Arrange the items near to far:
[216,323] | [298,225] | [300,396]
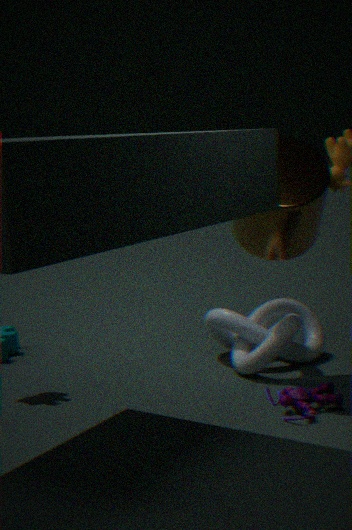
[300,396] < [298,225] < [216,323]
